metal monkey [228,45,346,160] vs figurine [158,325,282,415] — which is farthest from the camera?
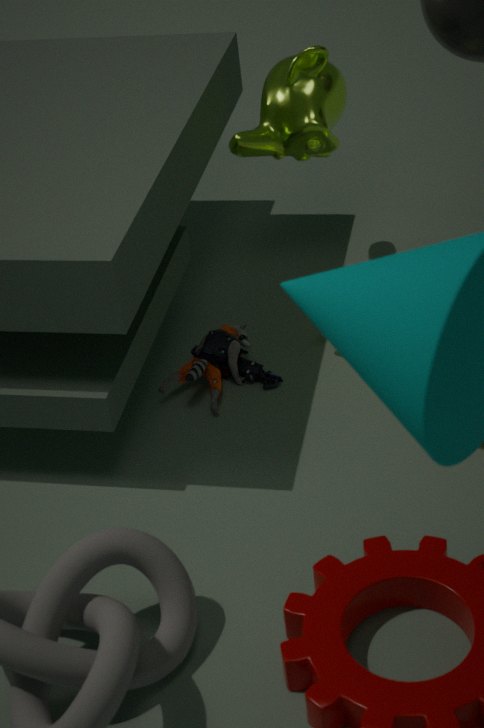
metal monkey [228,45,346,160]
